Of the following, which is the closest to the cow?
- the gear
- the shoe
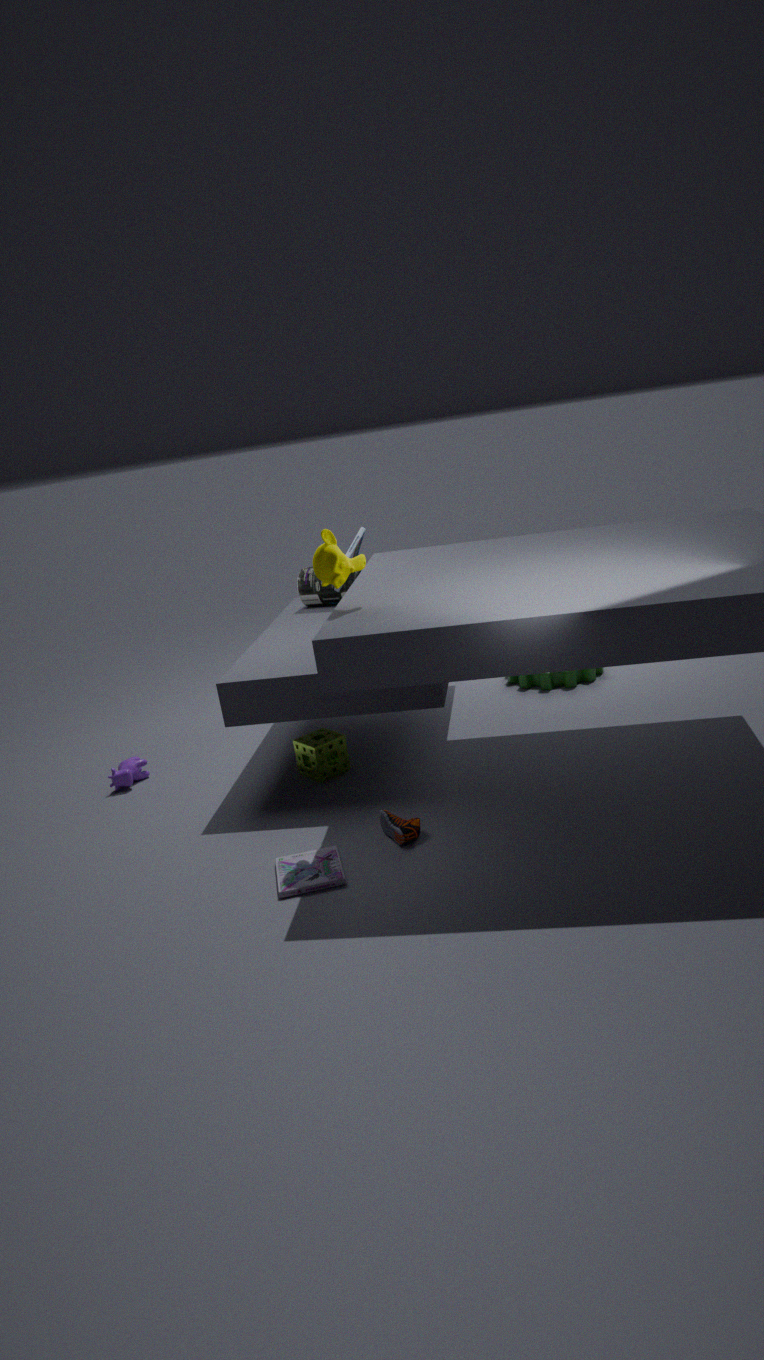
the shoe
